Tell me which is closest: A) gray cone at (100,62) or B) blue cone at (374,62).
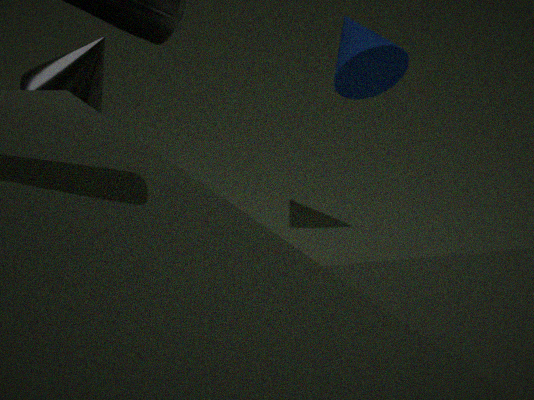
A. gray cone at (100,62)
